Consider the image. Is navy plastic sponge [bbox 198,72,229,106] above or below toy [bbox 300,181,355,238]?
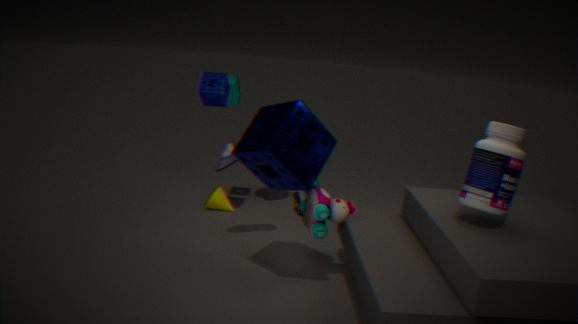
above
